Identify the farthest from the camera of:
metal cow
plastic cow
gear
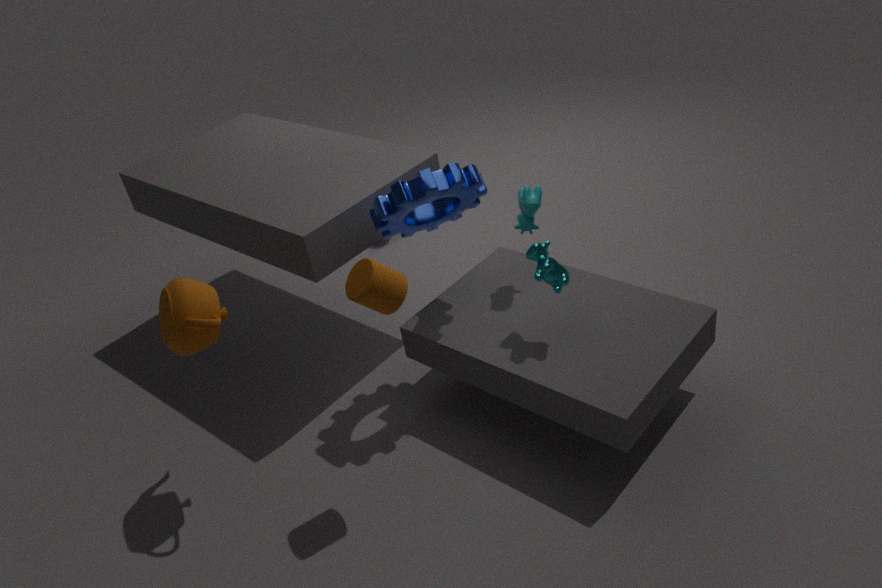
plastic cow
